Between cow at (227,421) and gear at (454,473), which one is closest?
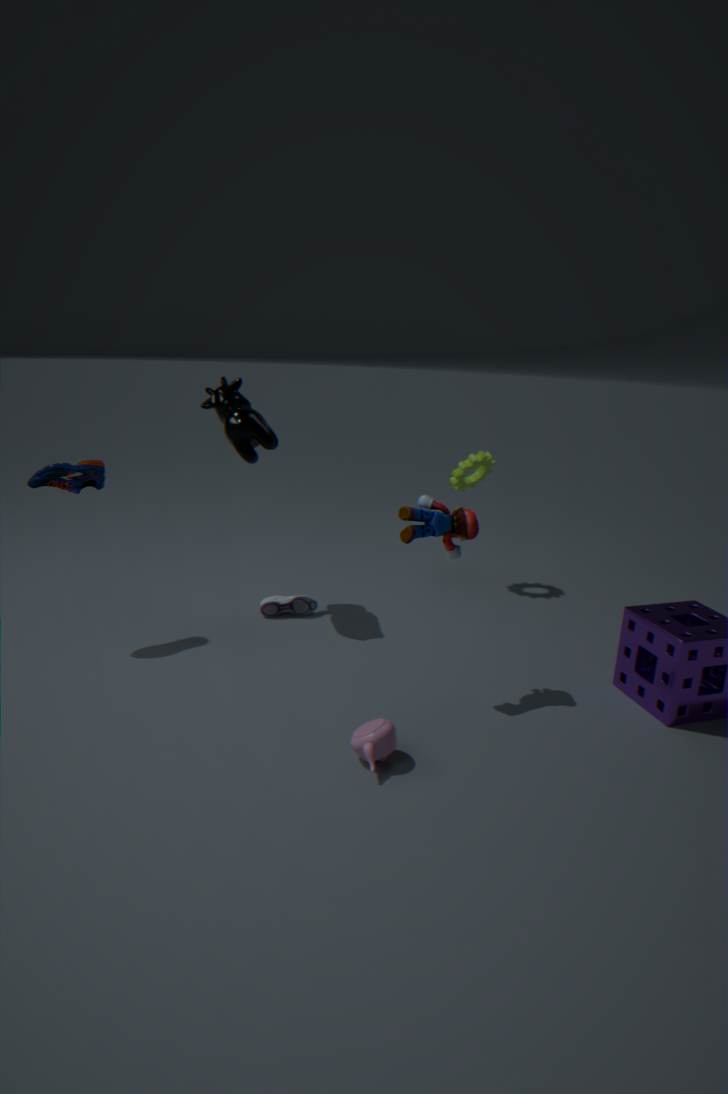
cow at (227,421)
